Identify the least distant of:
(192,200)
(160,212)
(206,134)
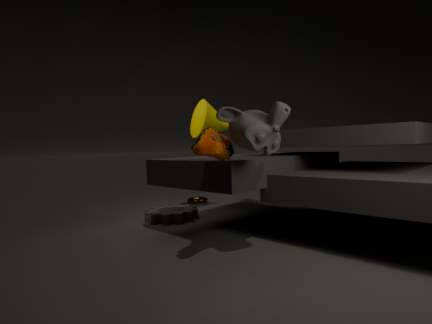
(206,134)
